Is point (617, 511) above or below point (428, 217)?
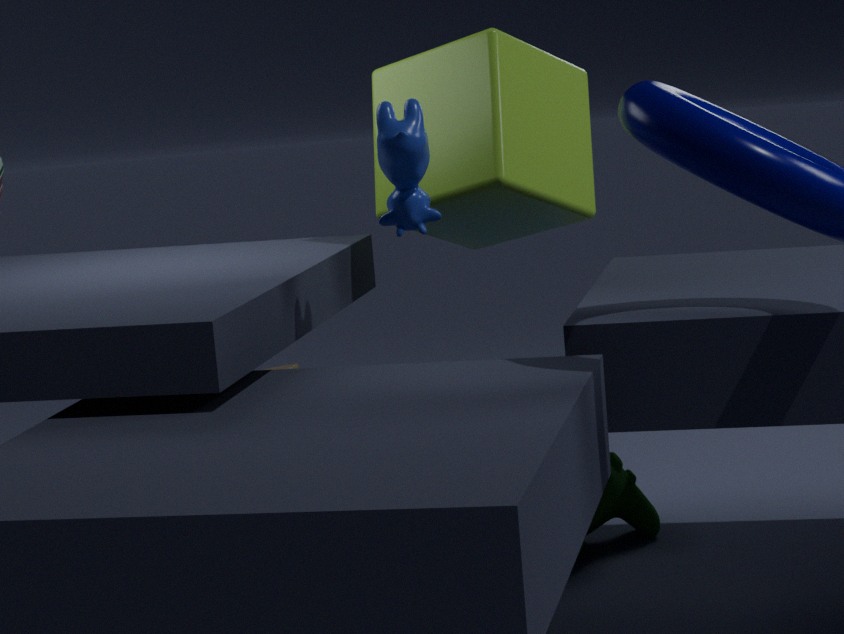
below
